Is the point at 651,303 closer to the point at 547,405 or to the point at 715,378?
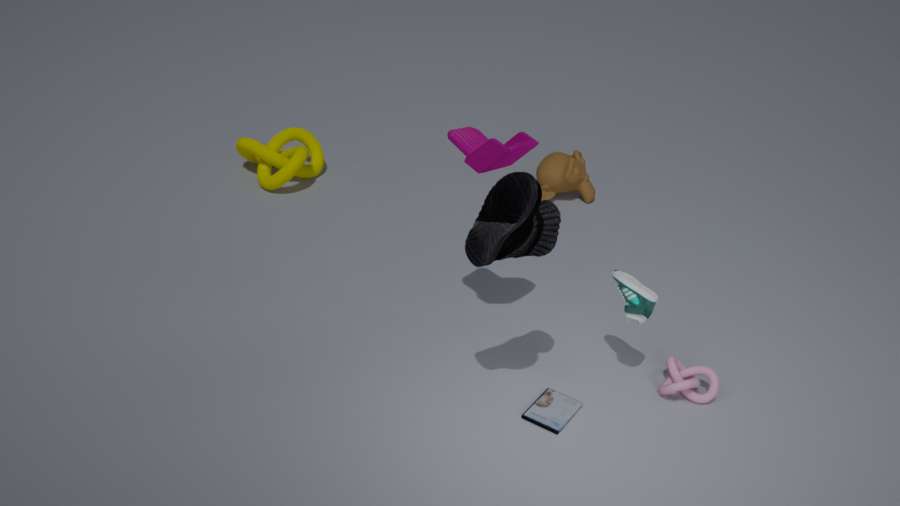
the point at 715,378
